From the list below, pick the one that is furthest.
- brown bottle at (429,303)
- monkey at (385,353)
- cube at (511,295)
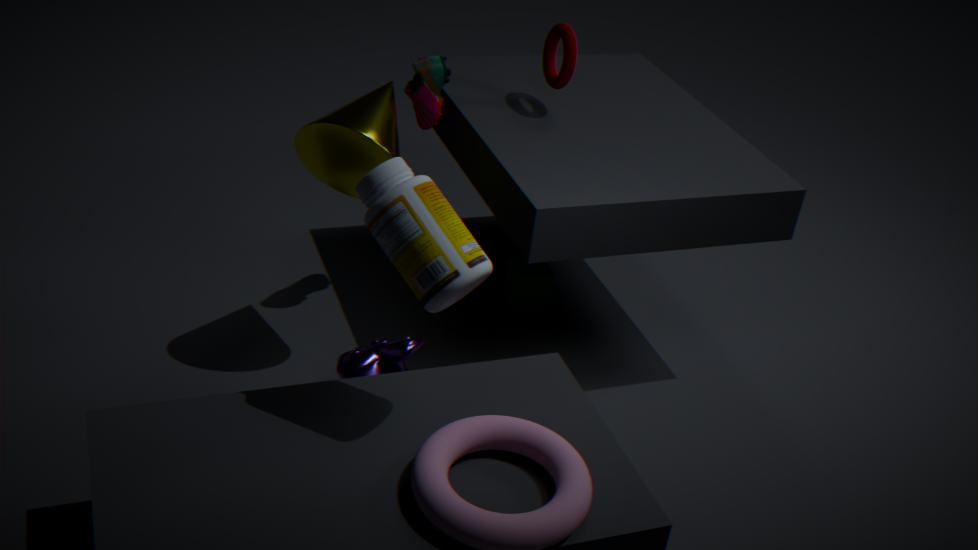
cube at (511,295)
